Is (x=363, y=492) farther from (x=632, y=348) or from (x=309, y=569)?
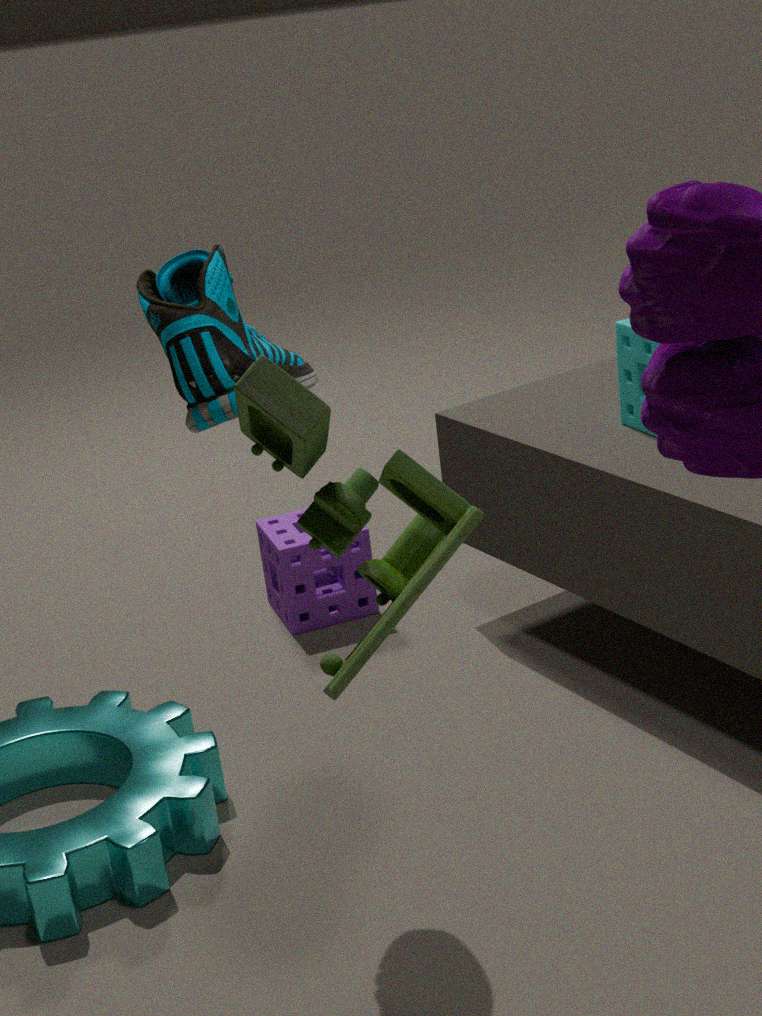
(x=309, y=569)
